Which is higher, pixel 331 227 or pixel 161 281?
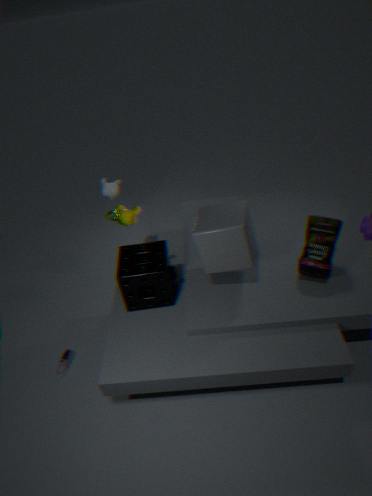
pixel 331 227
